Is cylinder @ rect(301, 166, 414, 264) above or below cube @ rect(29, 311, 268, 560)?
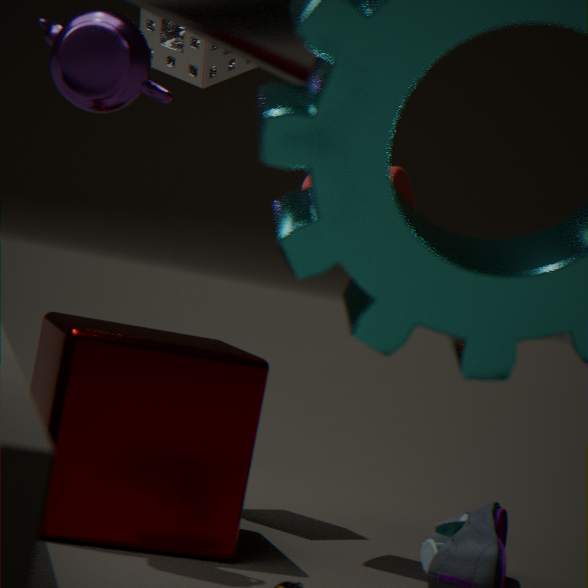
above
